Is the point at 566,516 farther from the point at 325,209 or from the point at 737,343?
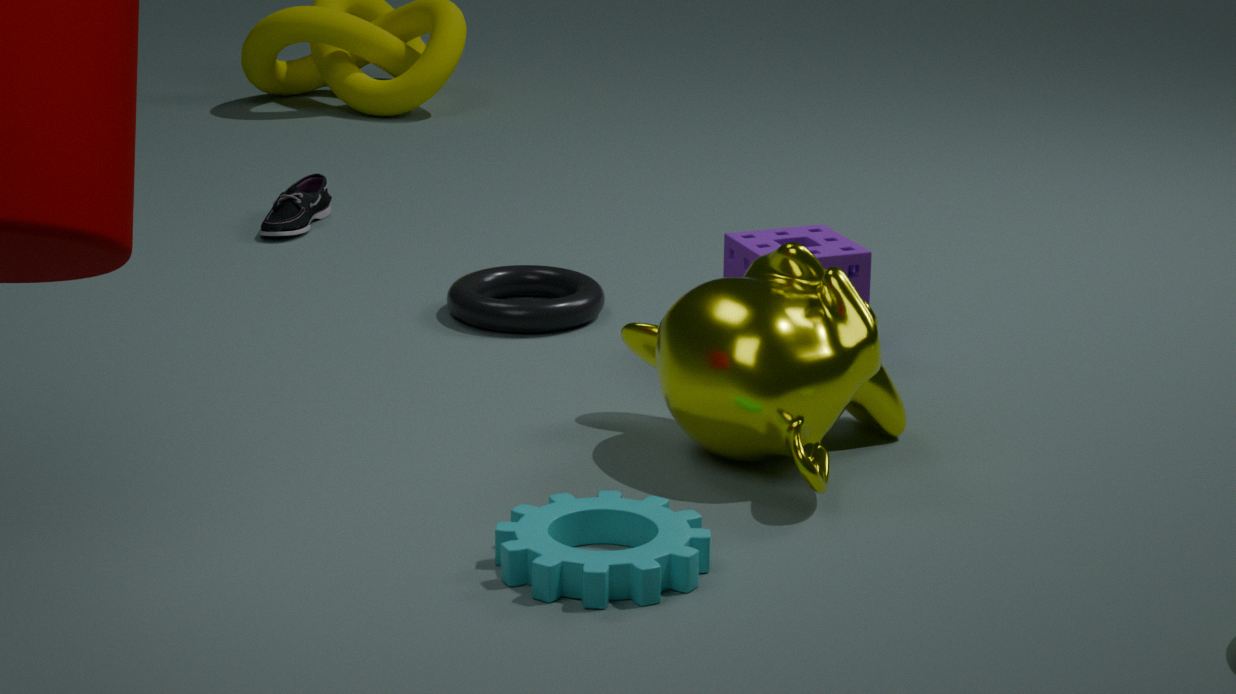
the point at 325,209
